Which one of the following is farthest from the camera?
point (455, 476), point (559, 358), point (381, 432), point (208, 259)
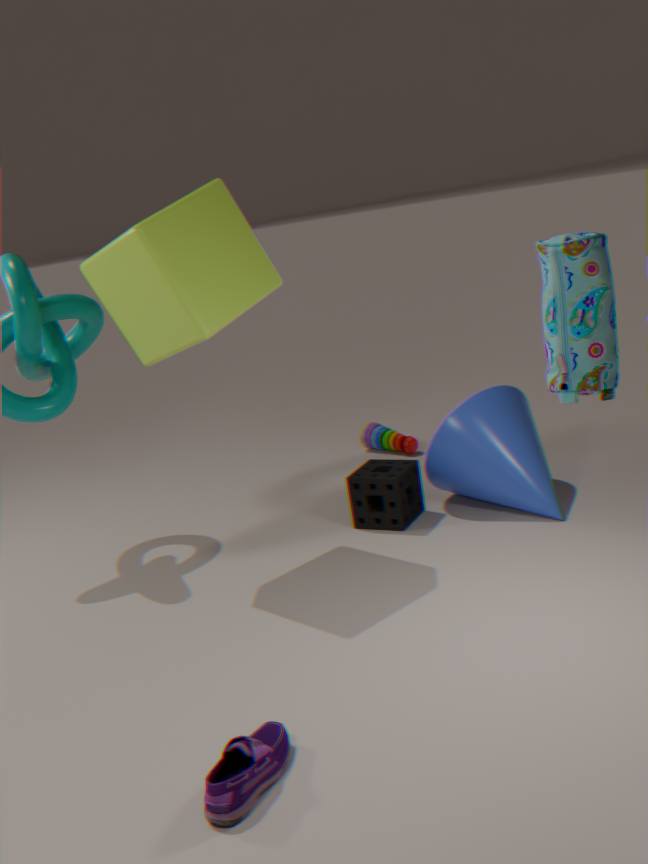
point (381, 432)
